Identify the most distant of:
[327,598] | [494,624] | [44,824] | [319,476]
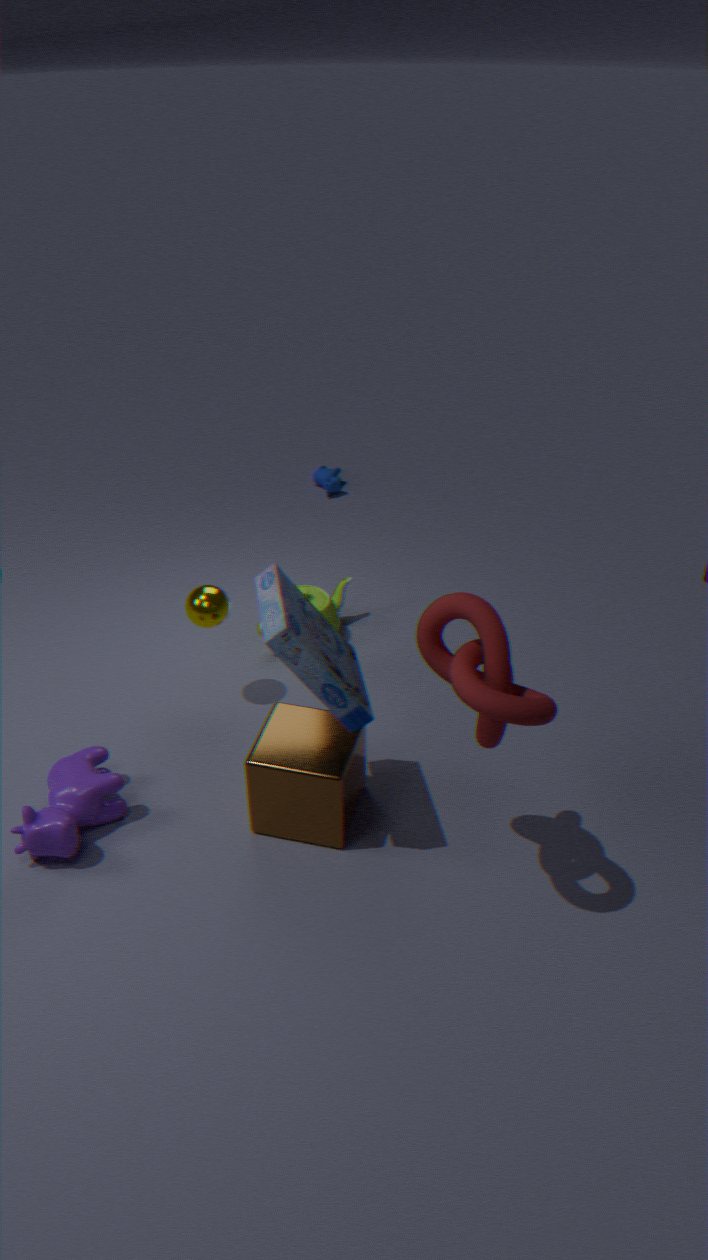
[319,476]
